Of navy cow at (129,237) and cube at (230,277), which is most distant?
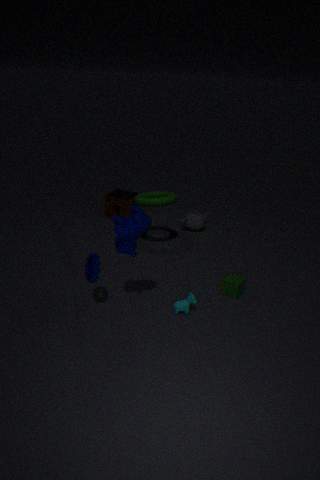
cube at (230,277)
